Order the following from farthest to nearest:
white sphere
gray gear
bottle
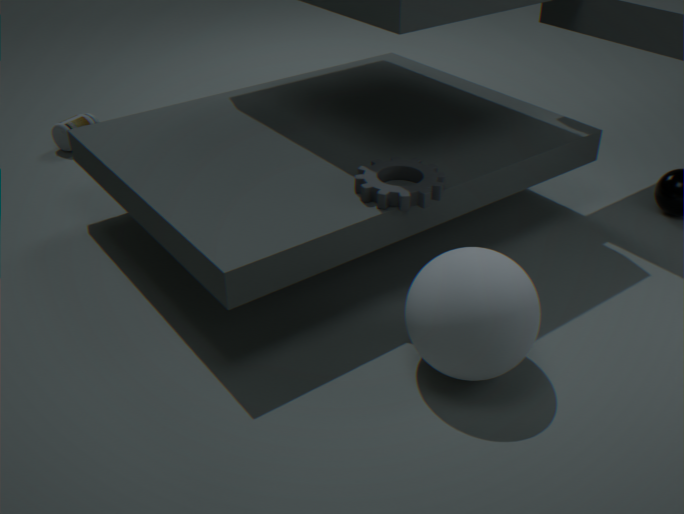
bottle → gray gear → white sphere
